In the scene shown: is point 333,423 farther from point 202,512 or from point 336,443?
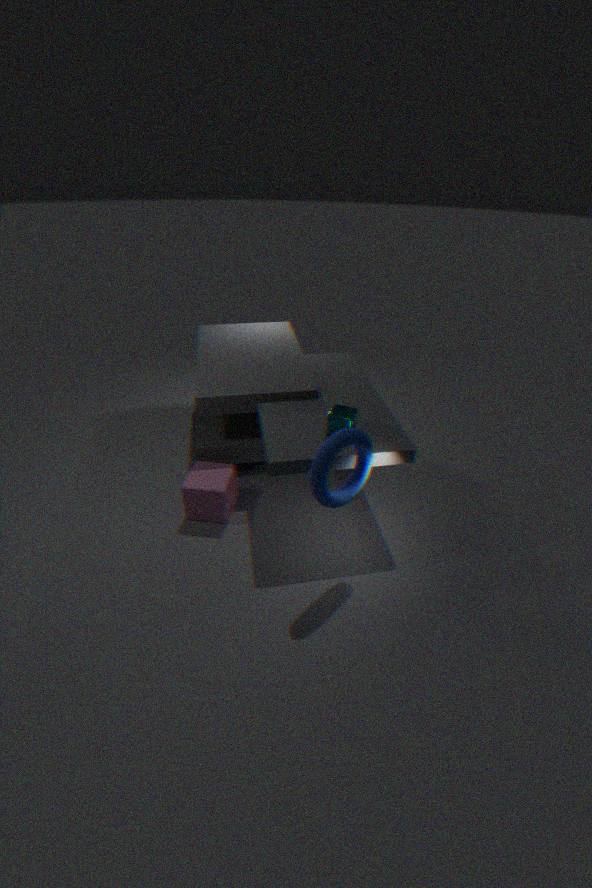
point 202,512
